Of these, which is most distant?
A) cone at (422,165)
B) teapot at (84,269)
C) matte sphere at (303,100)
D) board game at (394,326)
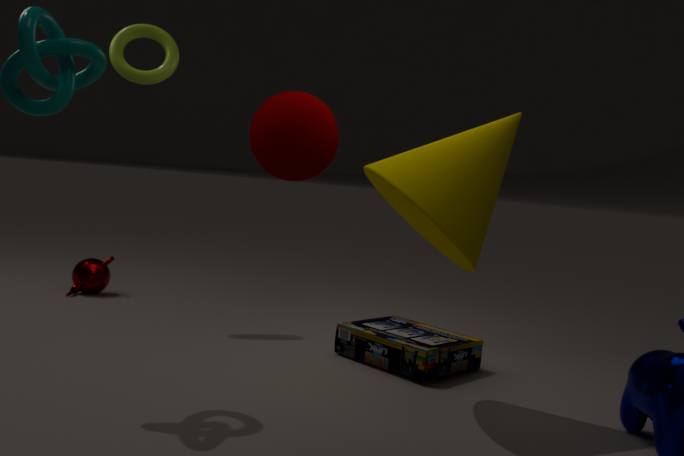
teapot at (84,269)
